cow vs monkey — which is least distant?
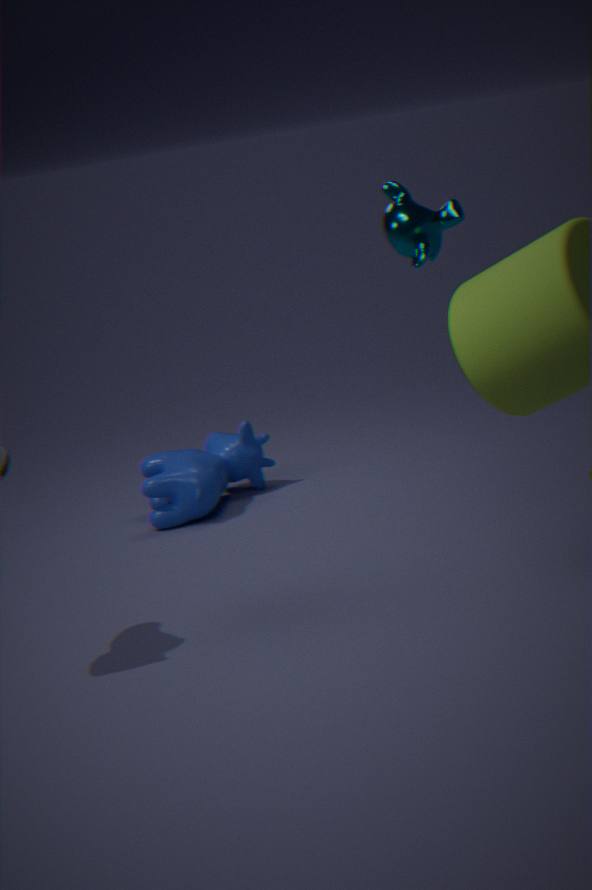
monkey
